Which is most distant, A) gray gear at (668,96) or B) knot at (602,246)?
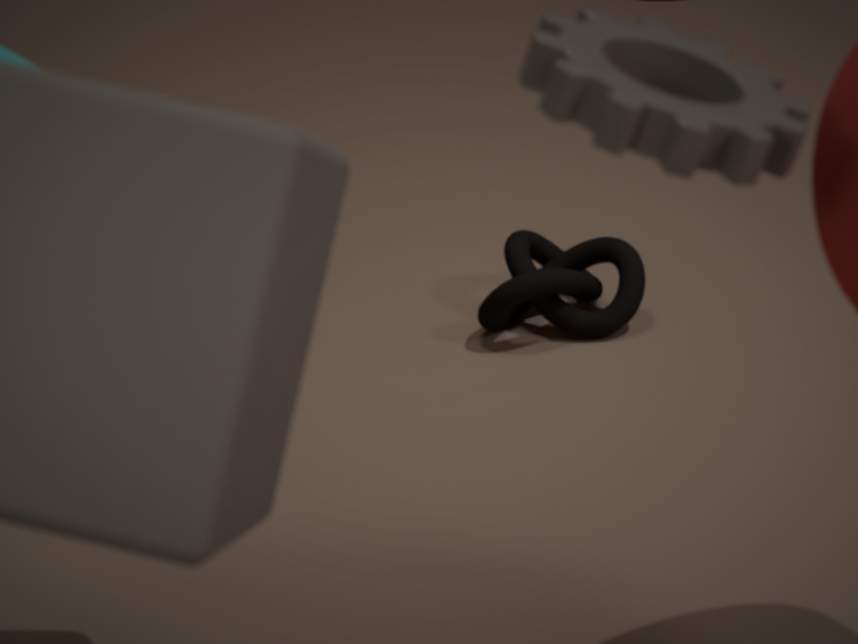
B. knot at (602,246)
